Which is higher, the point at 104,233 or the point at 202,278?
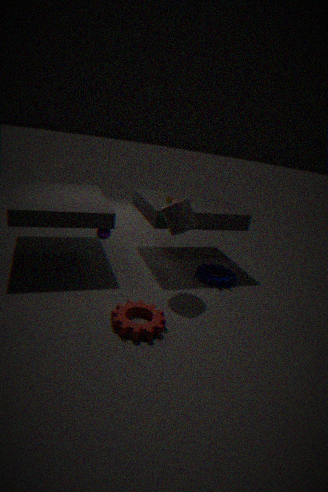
the point at 104,233
